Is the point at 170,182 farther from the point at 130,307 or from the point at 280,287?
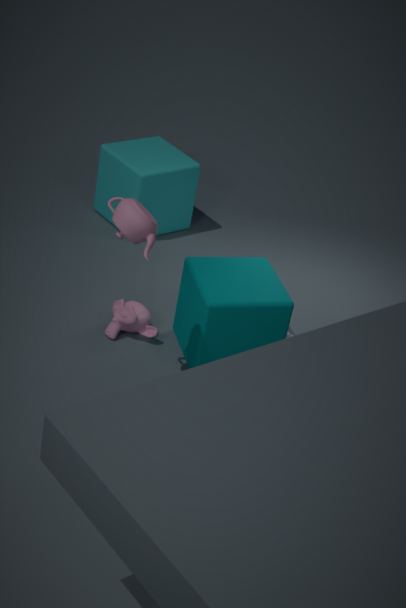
the point at 280,287
